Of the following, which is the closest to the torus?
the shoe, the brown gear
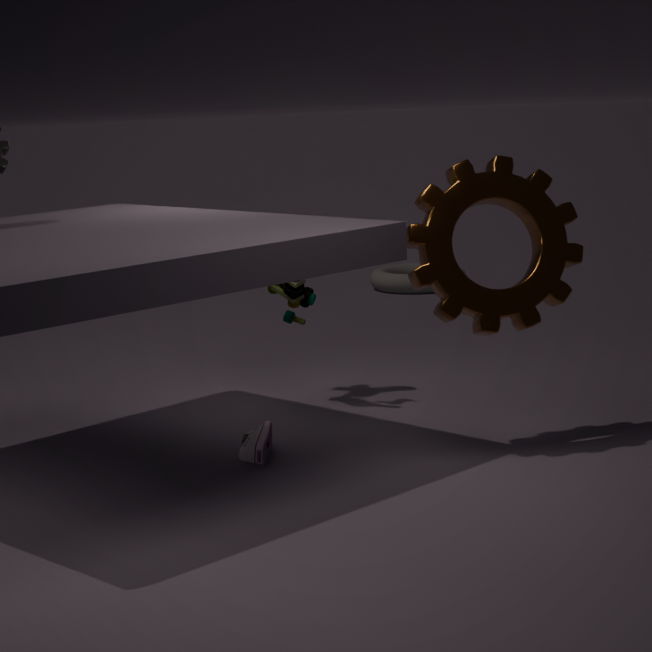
the shoe
